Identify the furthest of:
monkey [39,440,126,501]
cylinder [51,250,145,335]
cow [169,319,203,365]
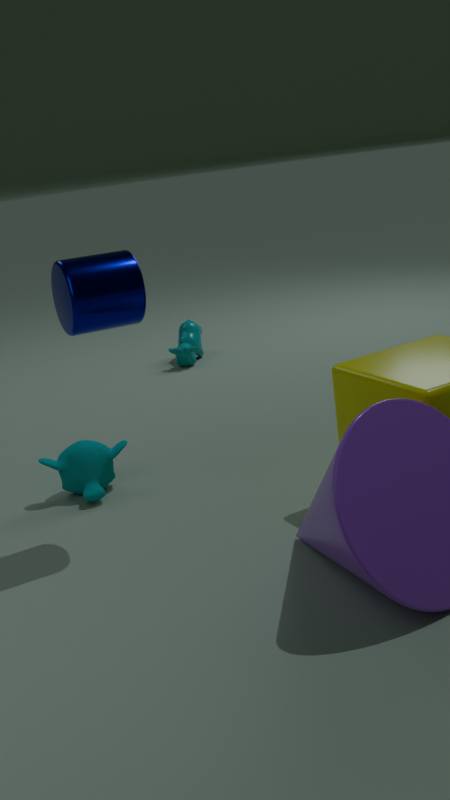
cow [169,319,203,365]
